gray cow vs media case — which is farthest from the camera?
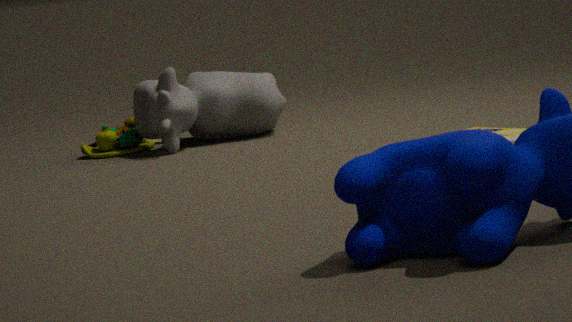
gray cow
